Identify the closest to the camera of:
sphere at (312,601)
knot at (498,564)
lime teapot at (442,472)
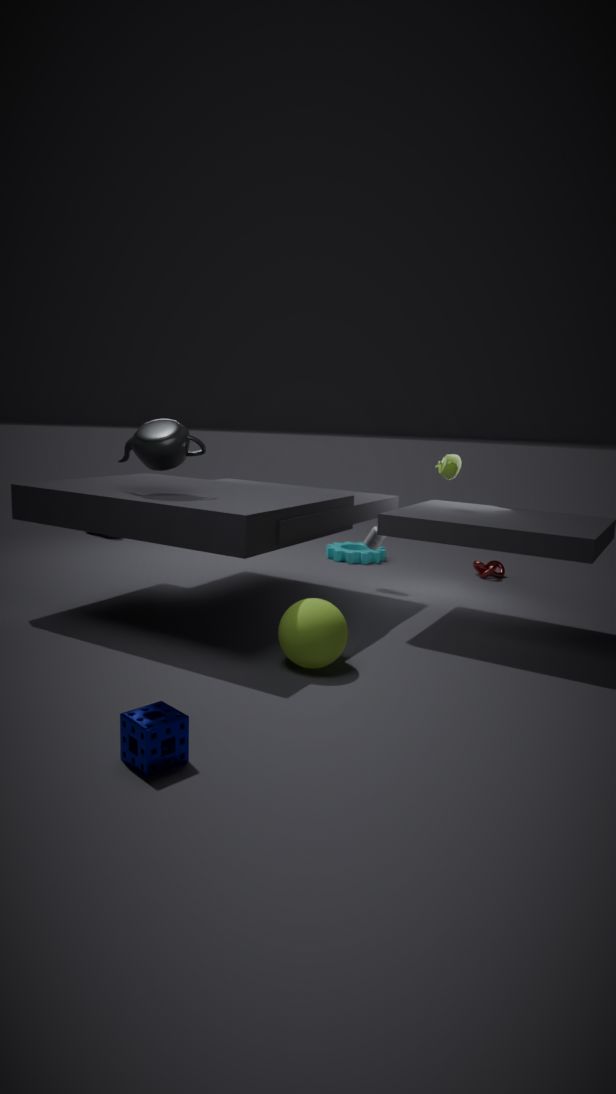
sphere at (312,601)
